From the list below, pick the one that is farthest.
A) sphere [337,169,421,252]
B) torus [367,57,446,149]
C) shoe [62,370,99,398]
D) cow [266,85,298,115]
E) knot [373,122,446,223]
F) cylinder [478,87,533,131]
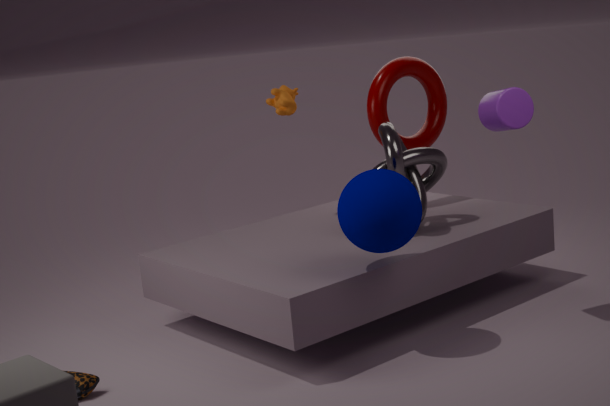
torus [367,57,446,149]
